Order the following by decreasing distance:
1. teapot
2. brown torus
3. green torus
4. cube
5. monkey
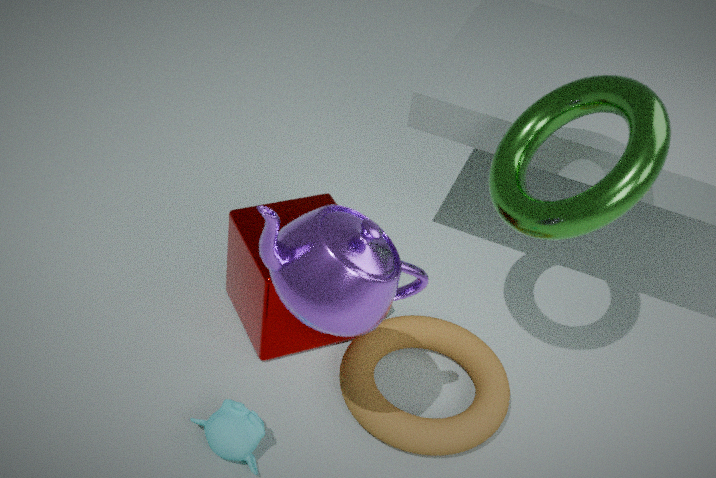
1. cube
2. brown torus
3. monkey
4. green torus
5. teapot
